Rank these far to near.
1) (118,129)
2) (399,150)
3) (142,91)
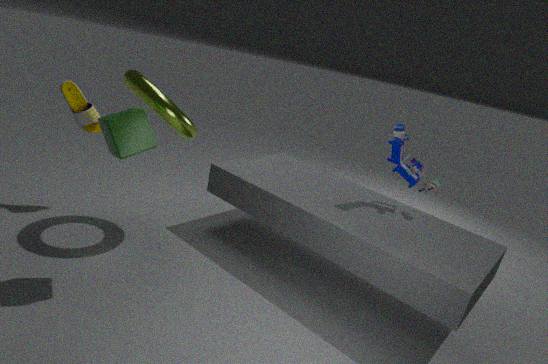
2. (399,150) < 3. (142,91) < 1. (118,129)
